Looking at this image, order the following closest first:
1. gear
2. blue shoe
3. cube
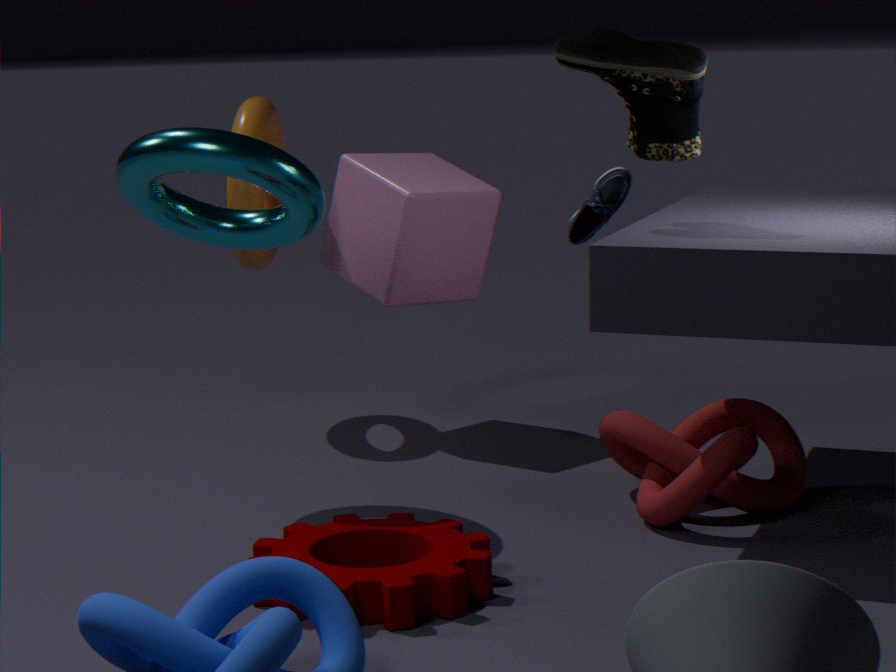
blue shoe → gear → cube
